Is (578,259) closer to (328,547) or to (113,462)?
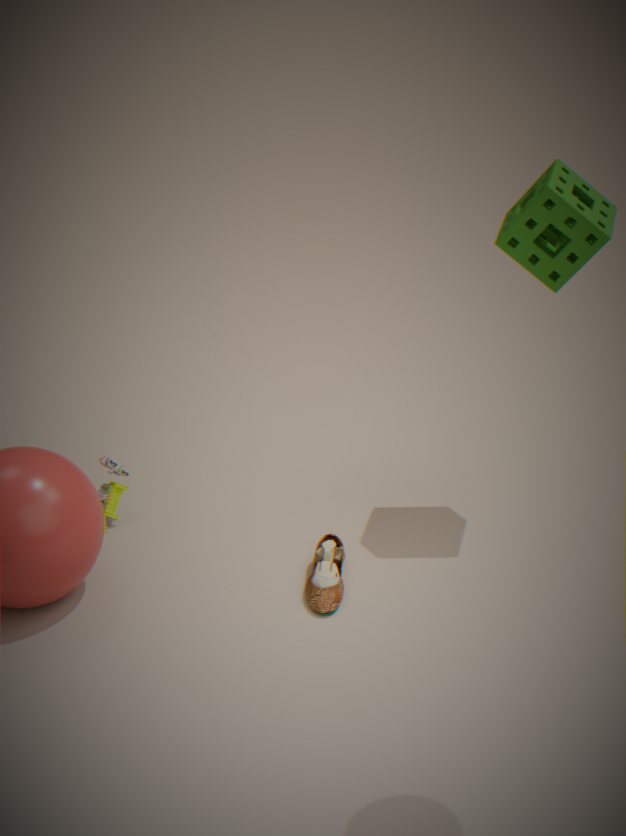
(328,547)
